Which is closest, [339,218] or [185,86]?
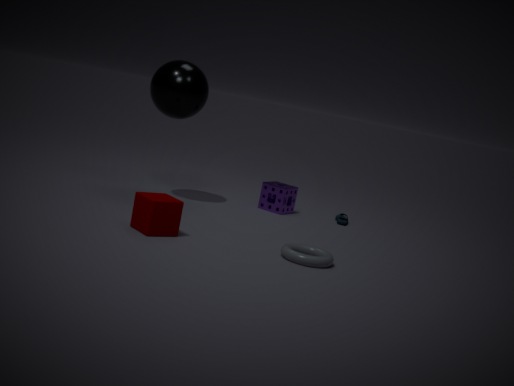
[185,86]
